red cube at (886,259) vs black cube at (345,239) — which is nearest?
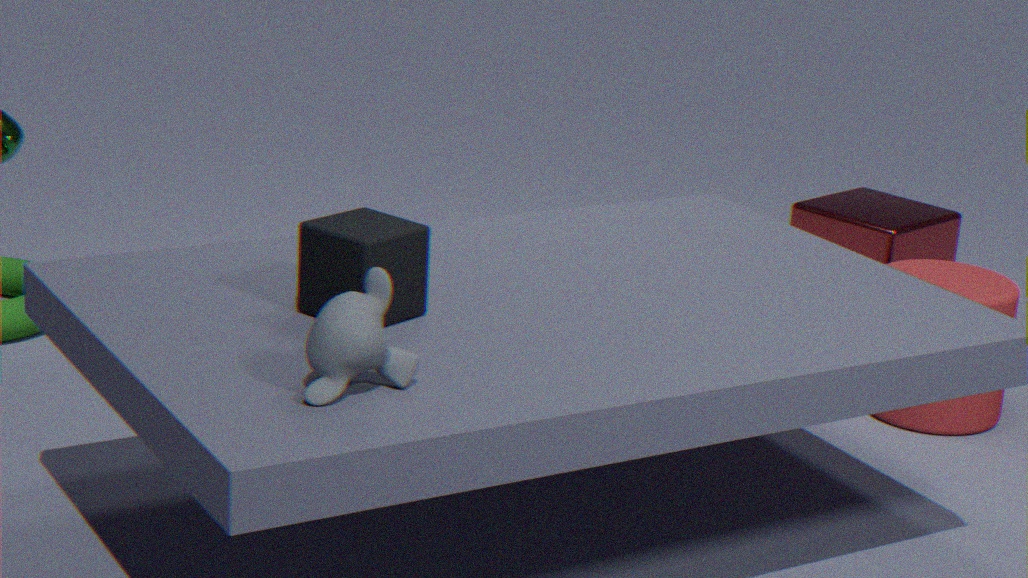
black cube at (345,239)
